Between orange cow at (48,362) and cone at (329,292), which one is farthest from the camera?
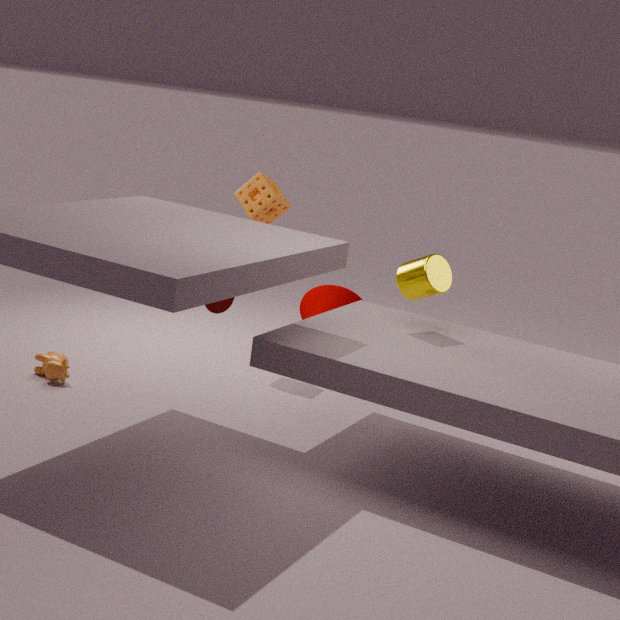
cone at (329,292)
